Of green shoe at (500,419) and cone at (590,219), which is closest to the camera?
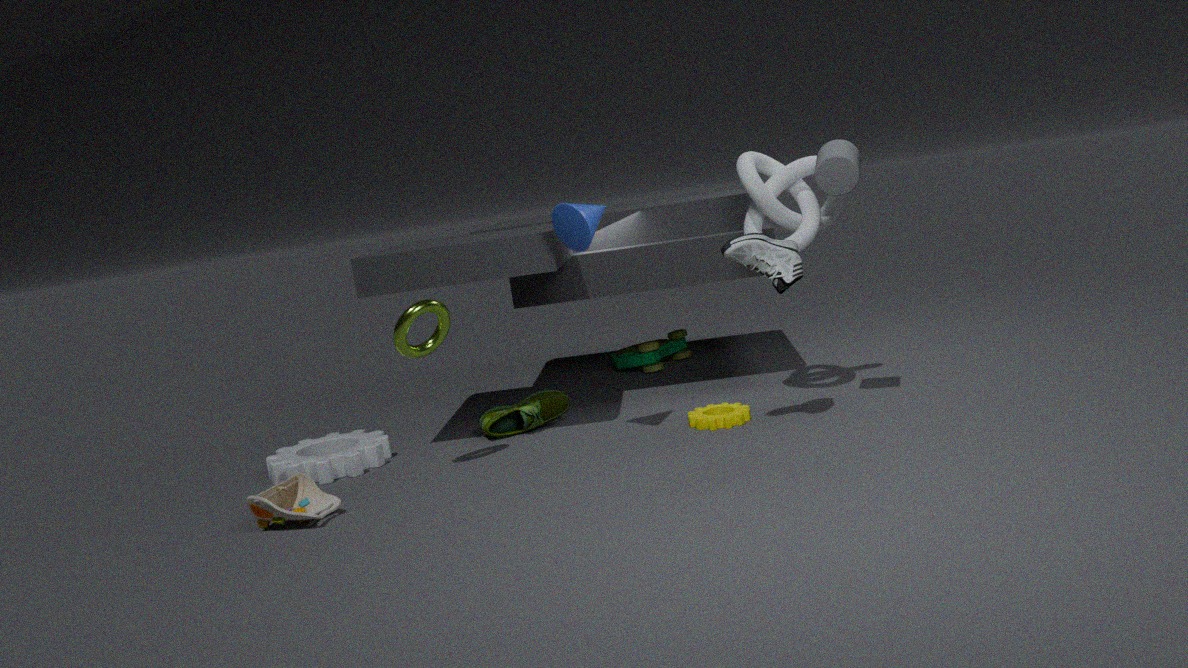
cone at (590,219)
